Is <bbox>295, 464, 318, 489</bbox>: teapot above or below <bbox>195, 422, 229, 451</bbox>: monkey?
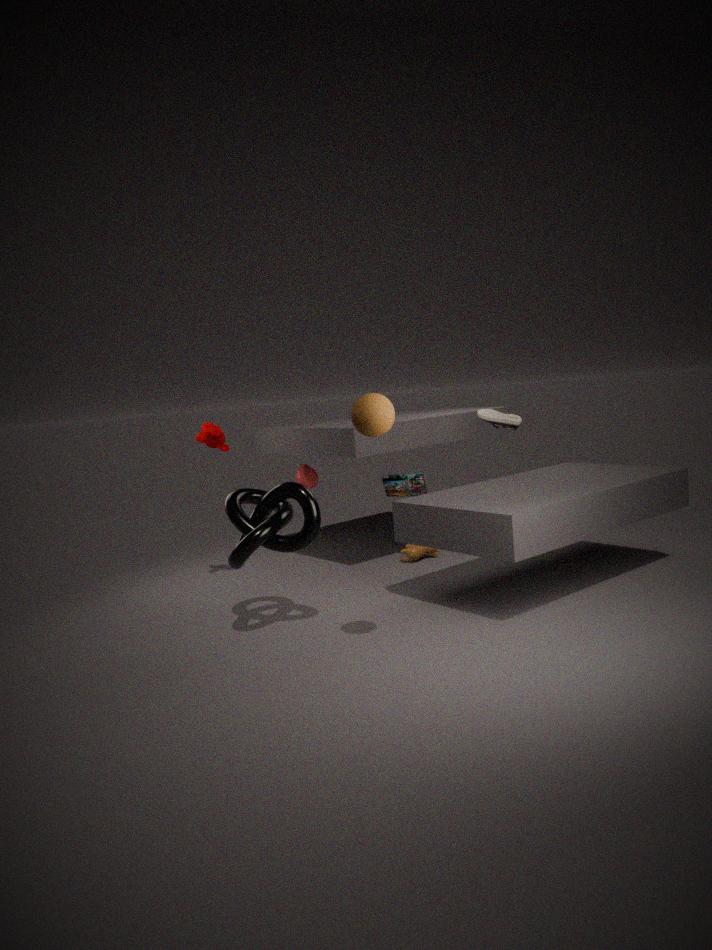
below
